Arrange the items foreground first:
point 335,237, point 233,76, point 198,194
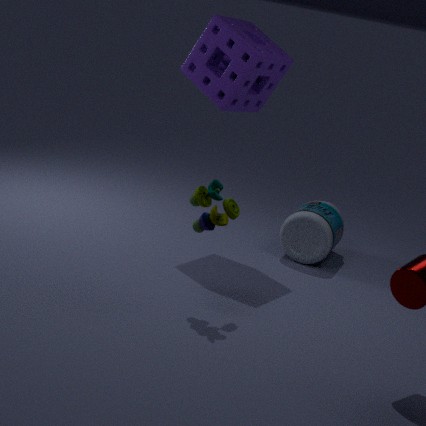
point 198,194
point 233,76
point 335,237
